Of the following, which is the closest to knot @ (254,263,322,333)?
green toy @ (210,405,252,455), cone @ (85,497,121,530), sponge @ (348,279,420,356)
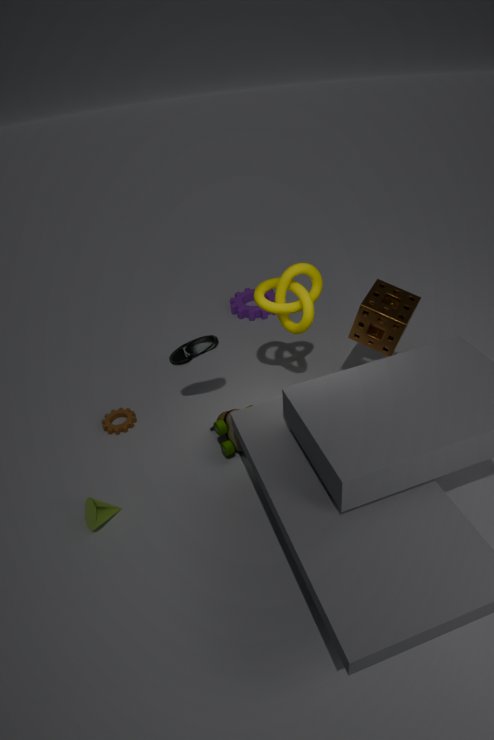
sponge @ (348,279,420,356)
